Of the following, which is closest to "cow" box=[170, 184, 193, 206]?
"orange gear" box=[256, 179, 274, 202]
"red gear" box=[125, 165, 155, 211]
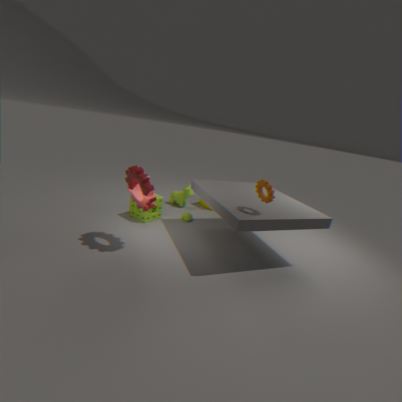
"red gear" box=[125, 165, 155, 211]
